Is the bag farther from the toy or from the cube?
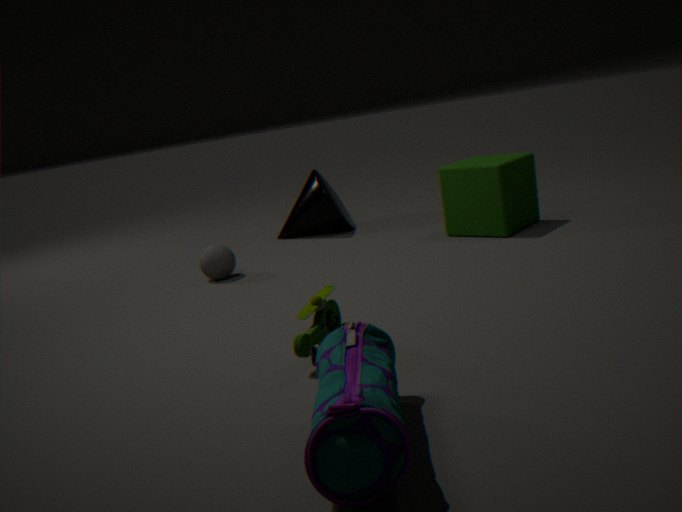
the cube
